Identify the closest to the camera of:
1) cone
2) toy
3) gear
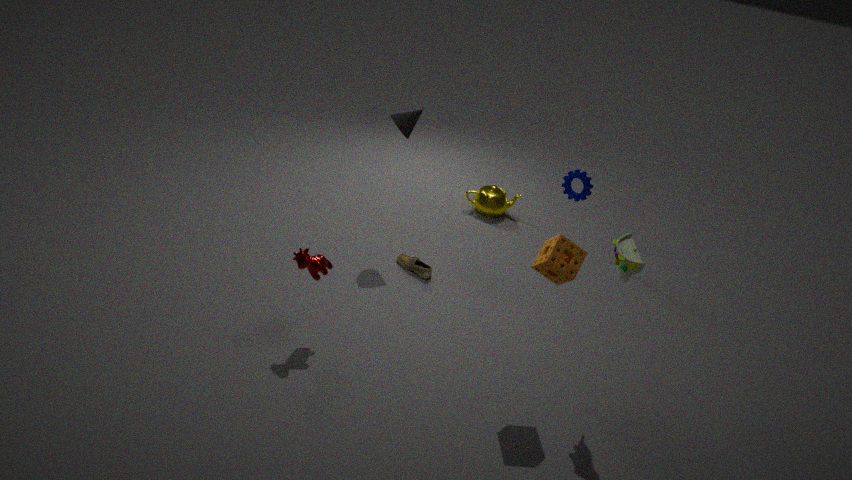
2. toy
